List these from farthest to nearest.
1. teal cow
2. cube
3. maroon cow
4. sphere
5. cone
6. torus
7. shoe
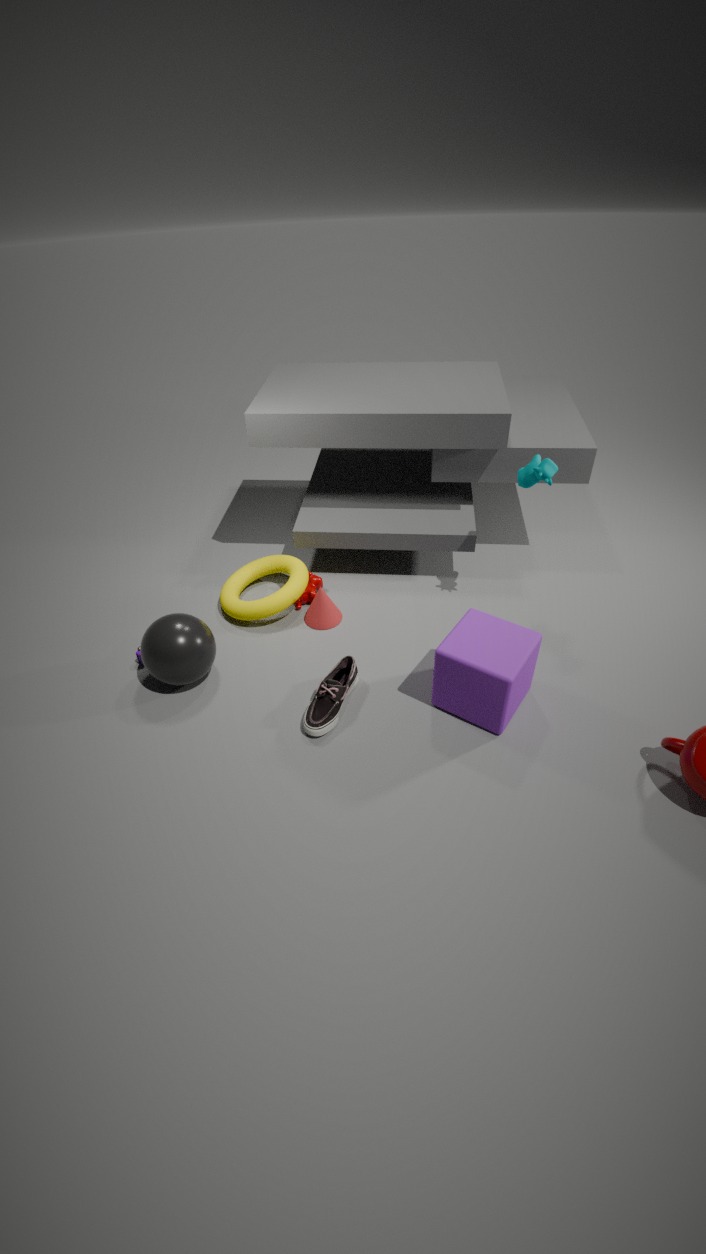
maroon cow, cone, torus, teal cow, sphere, shoe, cube
